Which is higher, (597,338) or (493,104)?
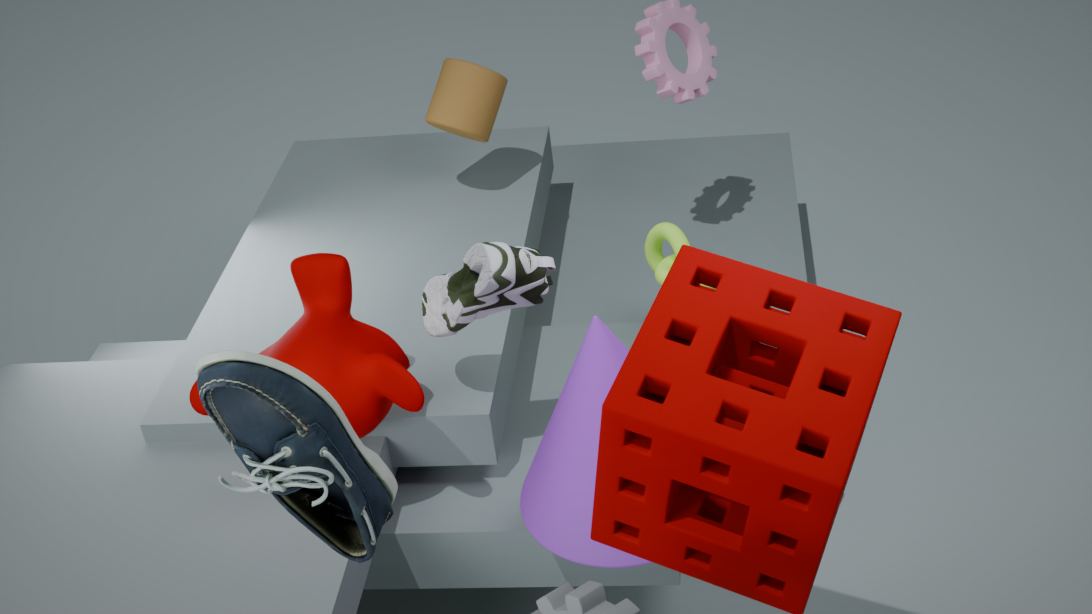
(493,104)
